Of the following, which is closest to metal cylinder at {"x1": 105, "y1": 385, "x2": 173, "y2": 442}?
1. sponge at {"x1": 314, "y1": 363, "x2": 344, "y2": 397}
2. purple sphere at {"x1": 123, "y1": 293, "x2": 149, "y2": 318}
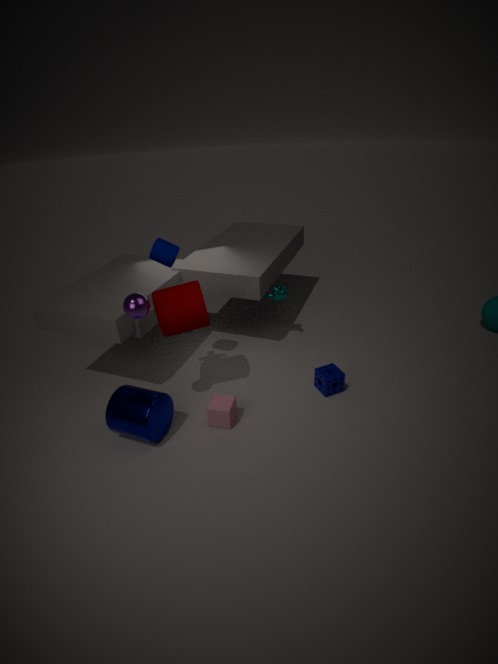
purple sphere at {"x1": 123, "y1": 293, "x2": 149, "y2": 318}
